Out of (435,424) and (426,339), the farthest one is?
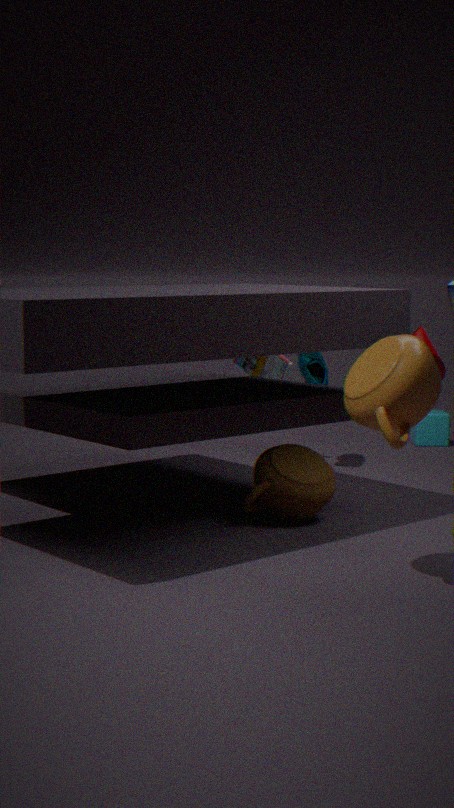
(435,424)
